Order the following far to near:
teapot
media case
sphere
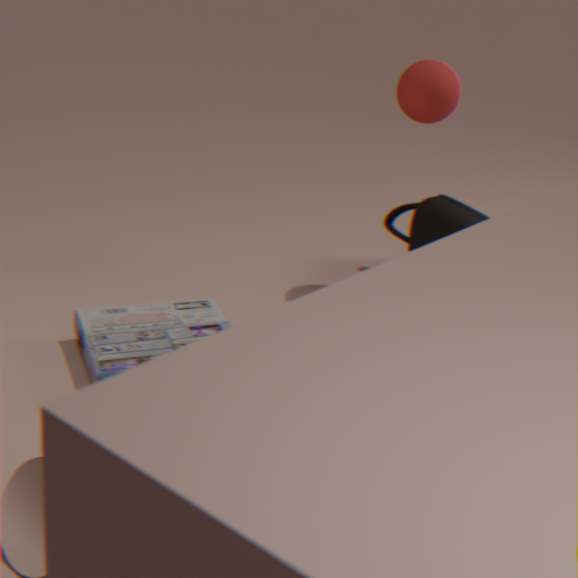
teapot
sphere
media case
